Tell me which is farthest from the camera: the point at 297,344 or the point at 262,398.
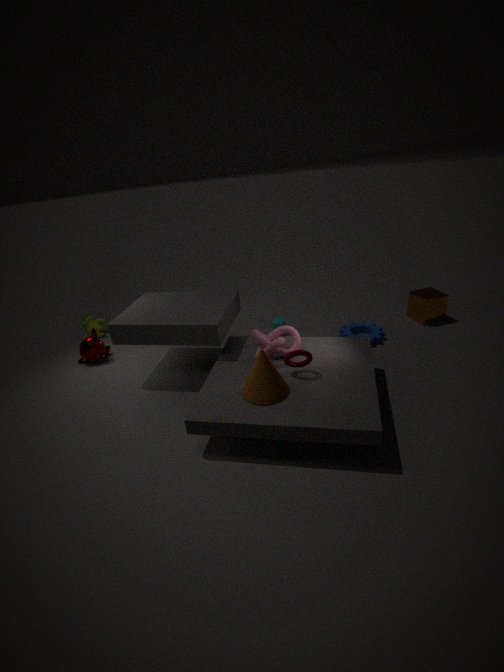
the point at 297,344
